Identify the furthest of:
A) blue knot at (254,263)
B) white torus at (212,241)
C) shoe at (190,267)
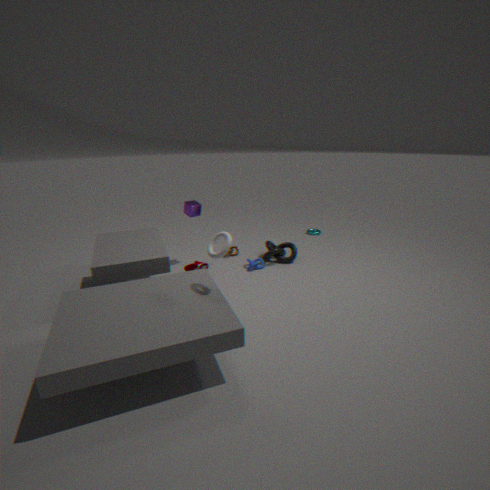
blue knot at (254,263)
